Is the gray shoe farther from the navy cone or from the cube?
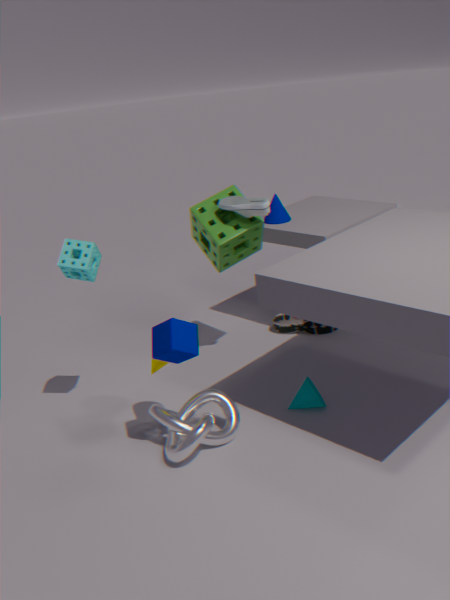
the cube
